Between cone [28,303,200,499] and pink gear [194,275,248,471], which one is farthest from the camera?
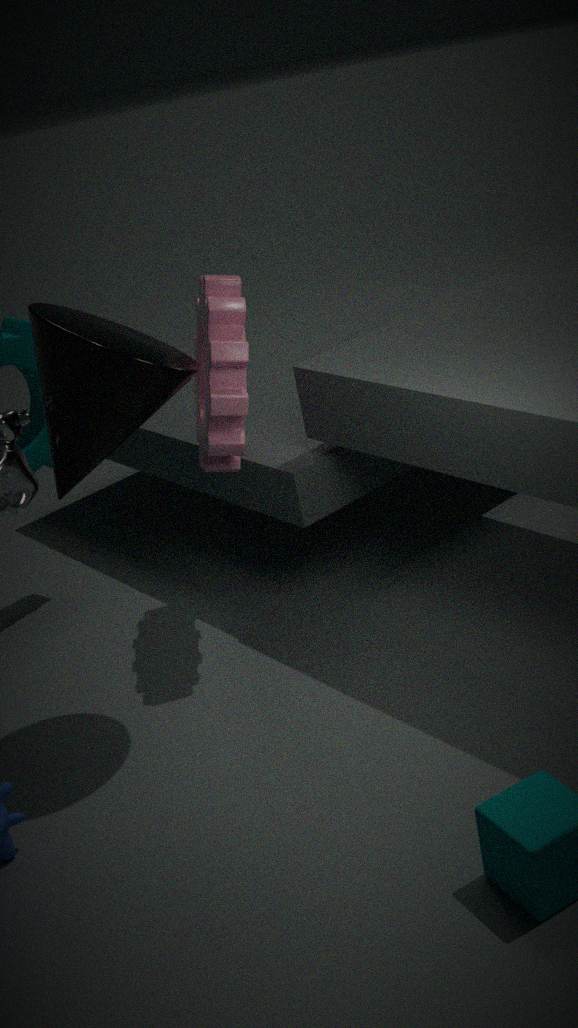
pink gear [194,275,248,471]
